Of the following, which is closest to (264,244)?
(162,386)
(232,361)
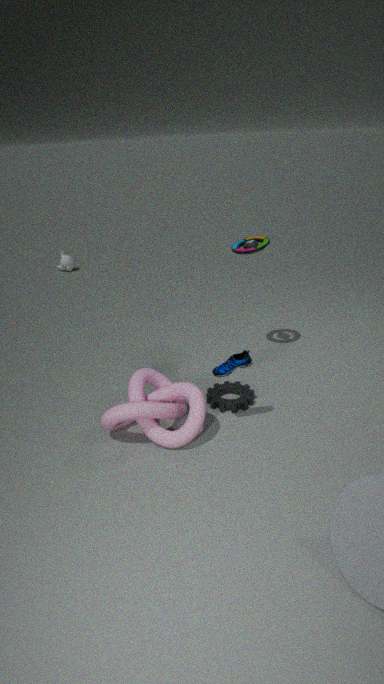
(232,361)
